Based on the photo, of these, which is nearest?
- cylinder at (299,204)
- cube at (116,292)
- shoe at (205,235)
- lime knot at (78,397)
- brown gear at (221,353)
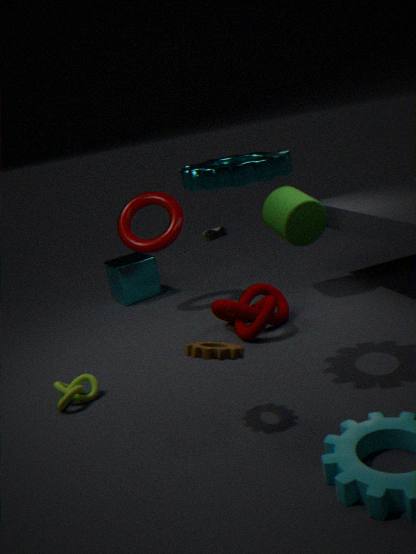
brown gear at (221,353)
